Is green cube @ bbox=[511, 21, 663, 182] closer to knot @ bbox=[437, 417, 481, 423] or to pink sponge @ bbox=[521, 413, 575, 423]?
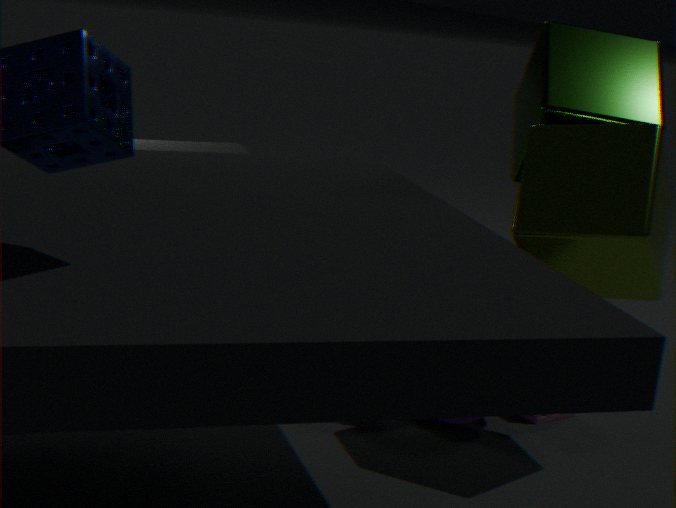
knot @ bbox=[437, 417, 481, 423]
